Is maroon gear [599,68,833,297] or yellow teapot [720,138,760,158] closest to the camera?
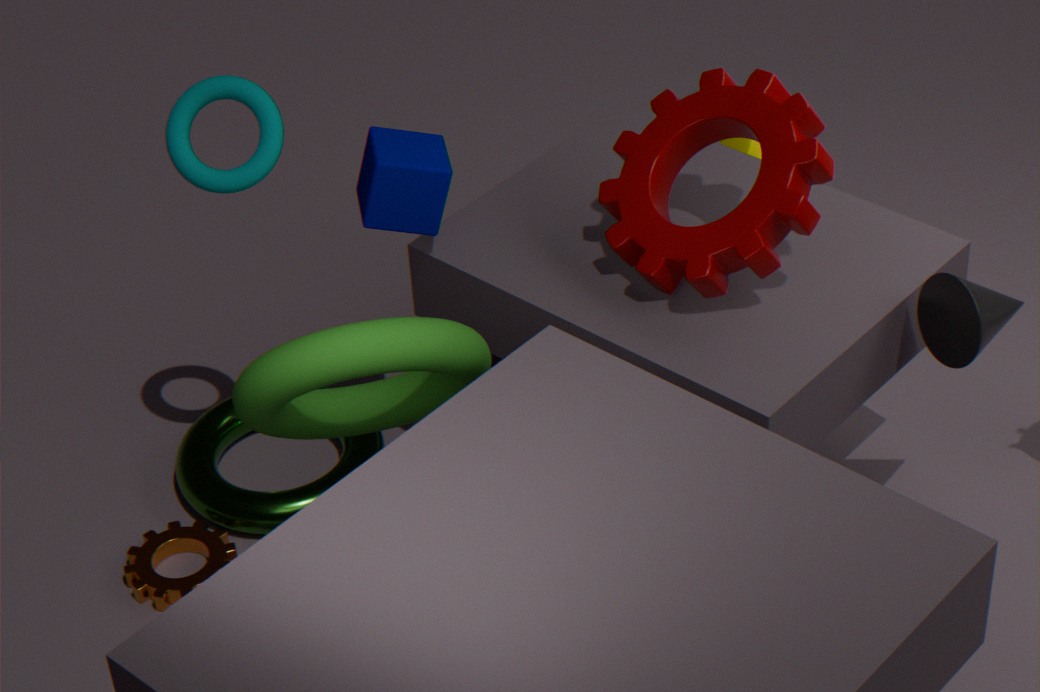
maroon gear [599,68,833,297]
